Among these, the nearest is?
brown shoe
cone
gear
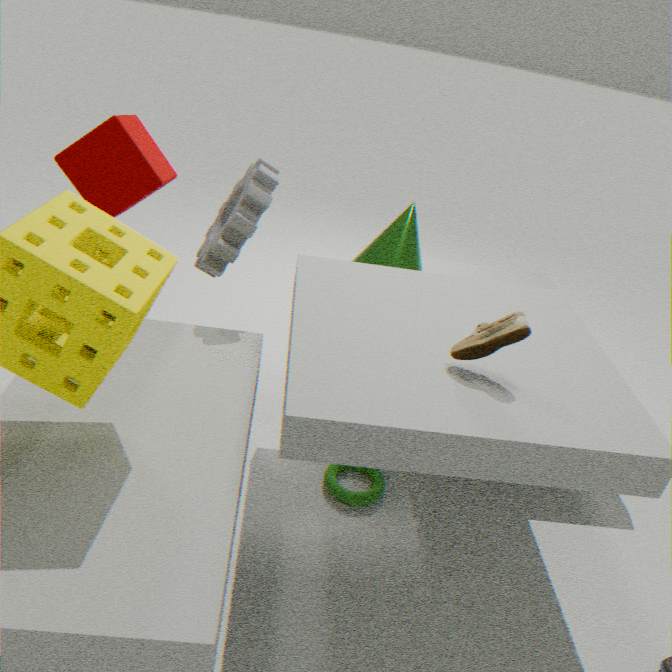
brown shoe
